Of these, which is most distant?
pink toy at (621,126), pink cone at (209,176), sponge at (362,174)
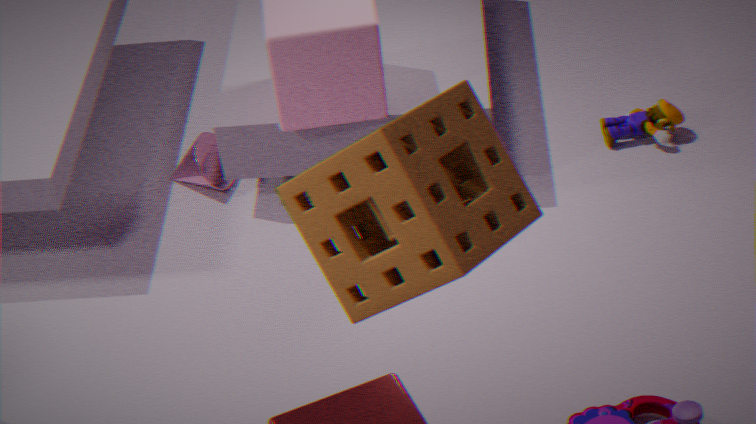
pink toy at (621,126)
